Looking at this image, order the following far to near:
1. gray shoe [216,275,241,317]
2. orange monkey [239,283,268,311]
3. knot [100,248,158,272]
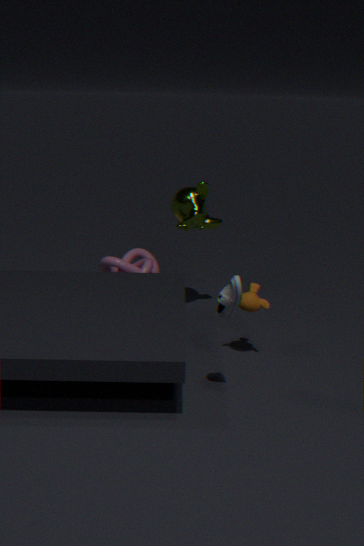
knot [100,248,158,272], orange monkey [239,283,268,311], gray shoe [216,275,241,317]
